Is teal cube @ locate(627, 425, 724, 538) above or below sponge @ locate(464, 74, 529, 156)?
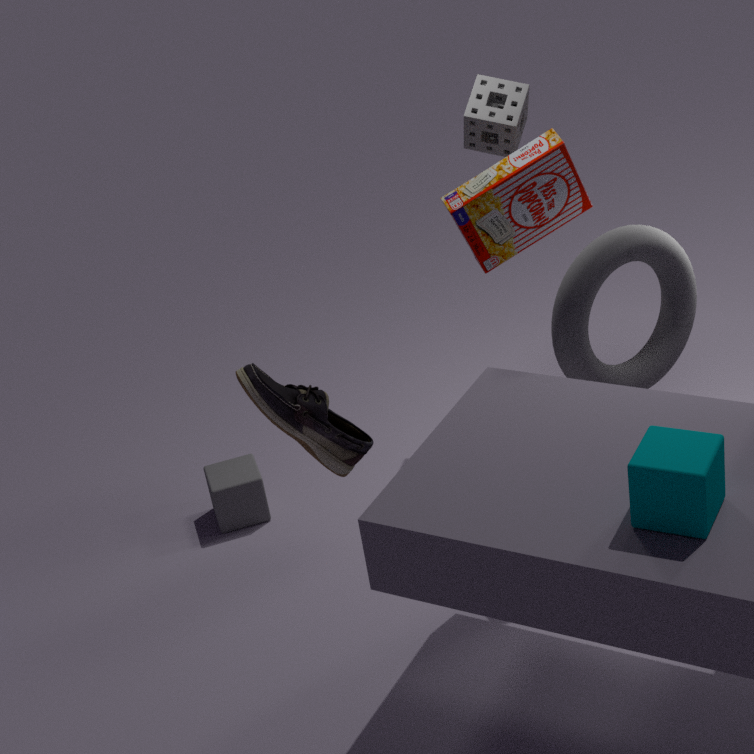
below
